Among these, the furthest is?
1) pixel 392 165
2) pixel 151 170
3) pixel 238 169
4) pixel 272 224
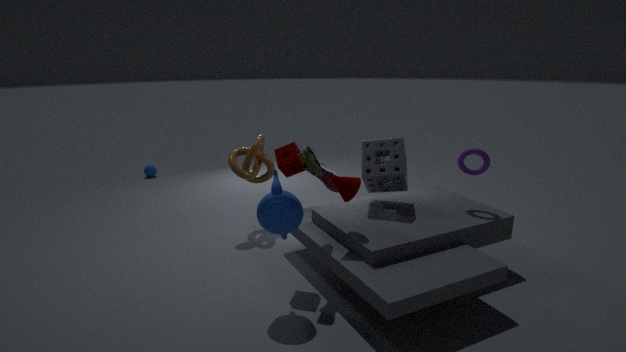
2. pixel 151 170
